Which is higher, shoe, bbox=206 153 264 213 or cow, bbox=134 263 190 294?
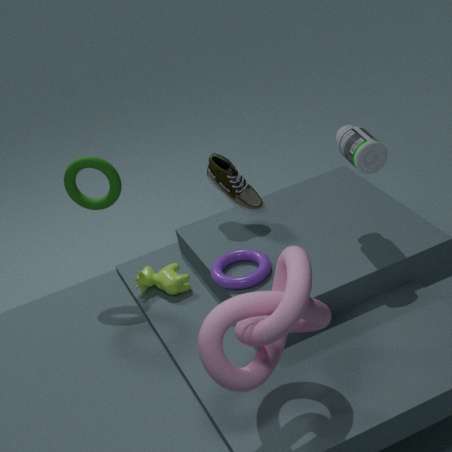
shoe, bbox=206 153 264 213
